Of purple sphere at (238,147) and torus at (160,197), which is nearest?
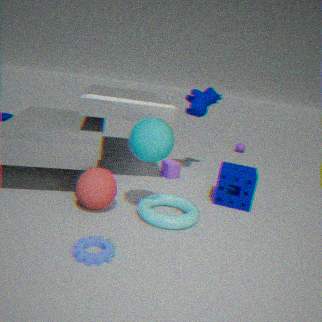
torus at (160,197)
